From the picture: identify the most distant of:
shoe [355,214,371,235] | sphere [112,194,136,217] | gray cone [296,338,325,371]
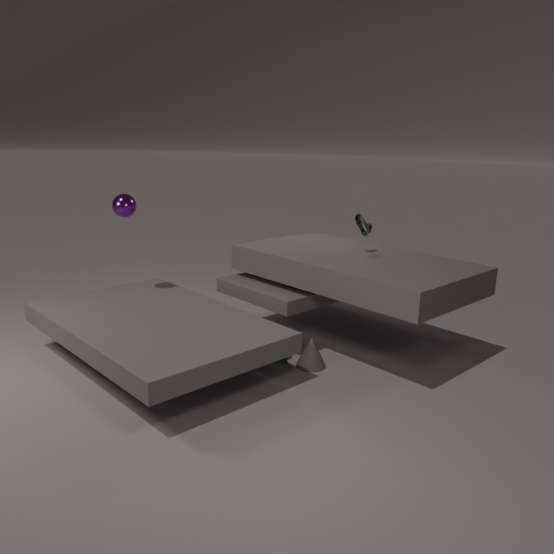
shoe [355,214,371,235]
